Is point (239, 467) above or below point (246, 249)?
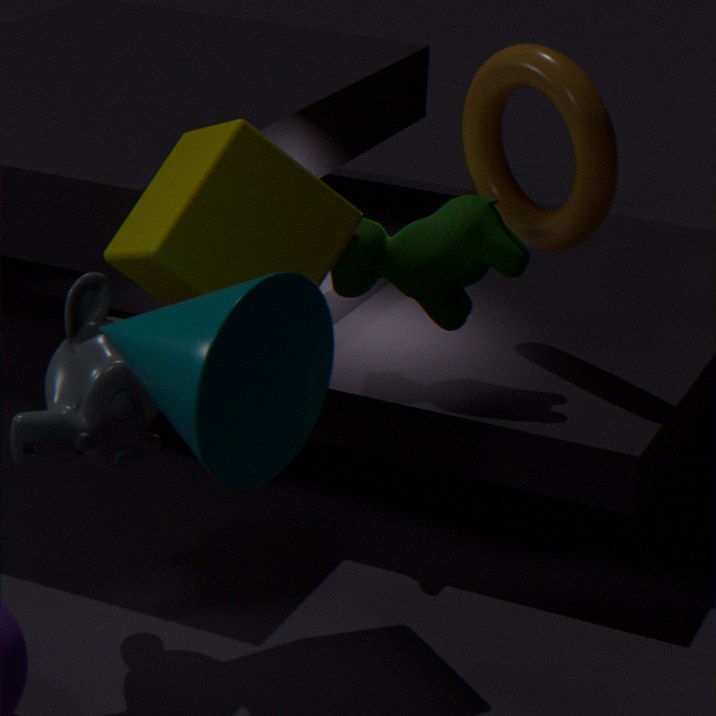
below
